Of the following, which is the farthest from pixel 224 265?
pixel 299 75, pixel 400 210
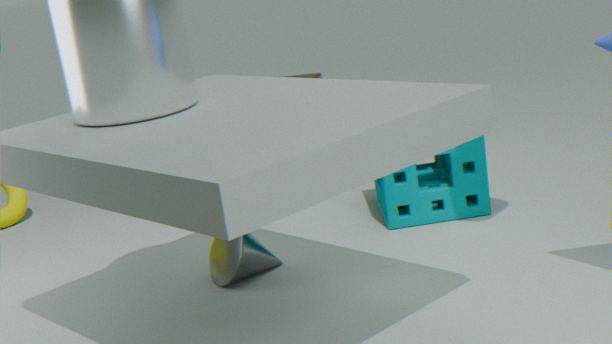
pixel 299 75
